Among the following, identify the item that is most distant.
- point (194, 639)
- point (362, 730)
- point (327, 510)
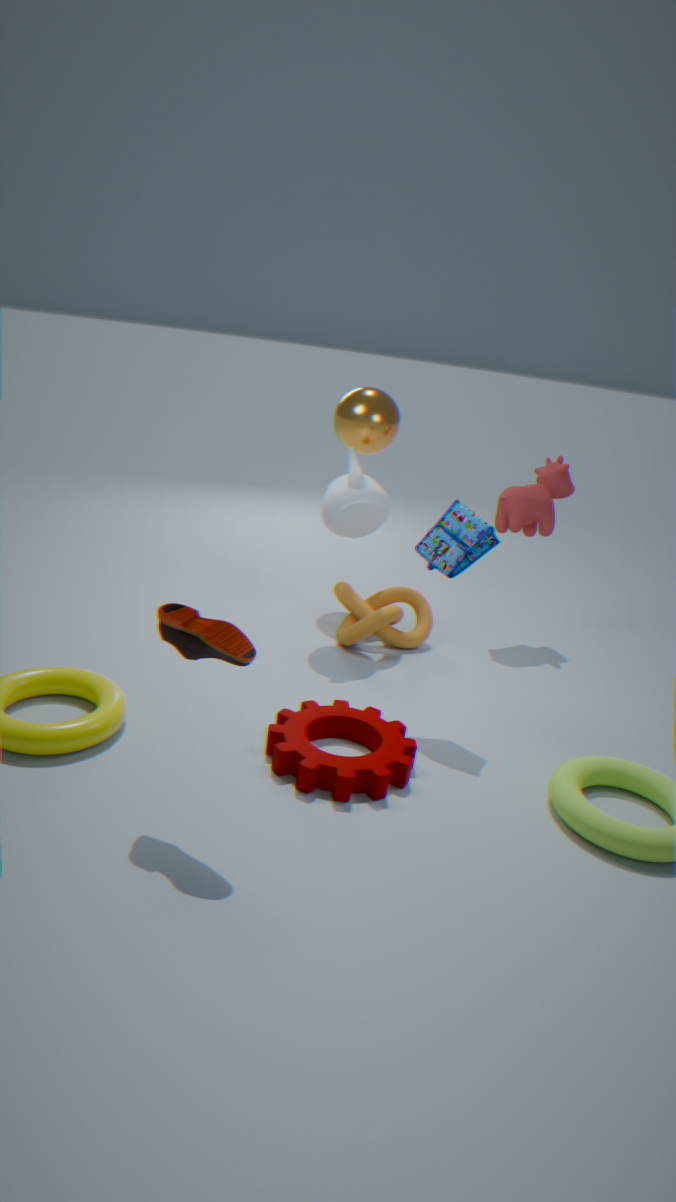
point (327, 510)
